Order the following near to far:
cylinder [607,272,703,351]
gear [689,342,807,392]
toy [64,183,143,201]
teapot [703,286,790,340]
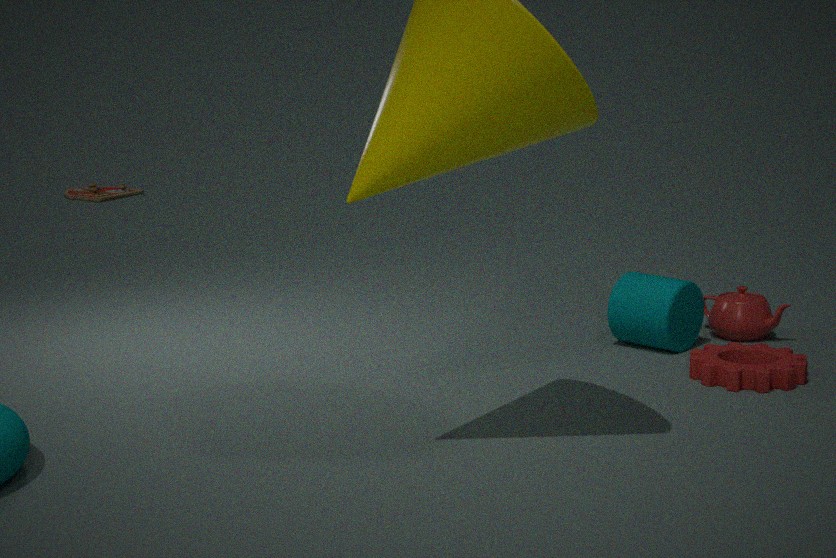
1. gear [689,342,807,392]
2. cylinder [607,272,703,351]
3. teapot [703,286,790,340]
4. toy [64,183,143,201]
